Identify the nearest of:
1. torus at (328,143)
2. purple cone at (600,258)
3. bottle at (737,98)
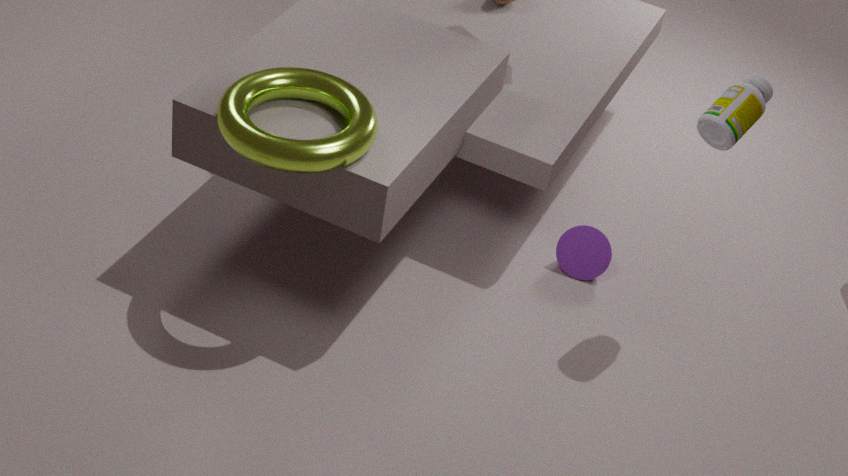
torus at (328,143)
